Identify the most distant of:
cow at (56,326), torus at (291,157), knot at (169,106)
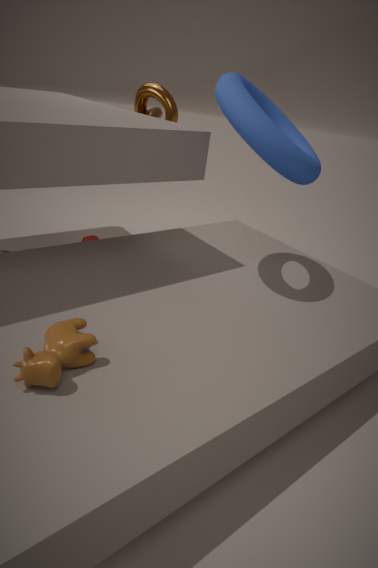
knot at (169,106)
